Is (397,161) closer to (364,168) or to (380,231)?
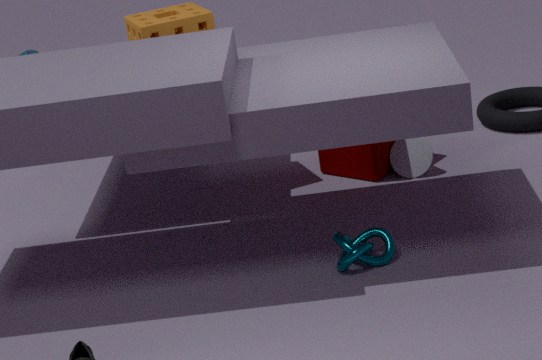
(364,168)
